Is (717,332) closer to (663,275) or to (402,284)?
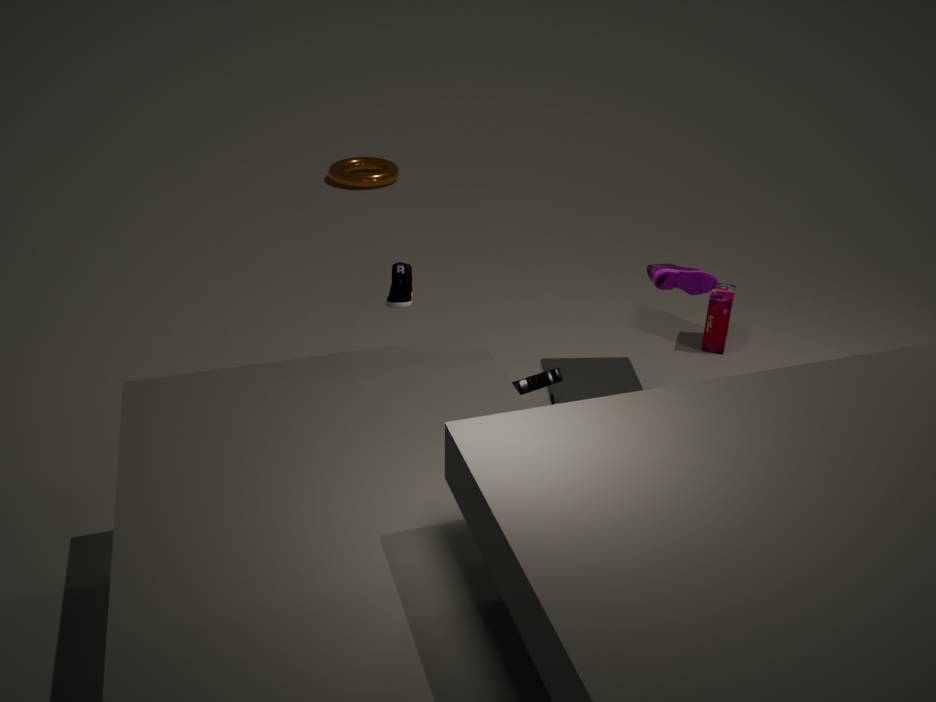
(663,275)
